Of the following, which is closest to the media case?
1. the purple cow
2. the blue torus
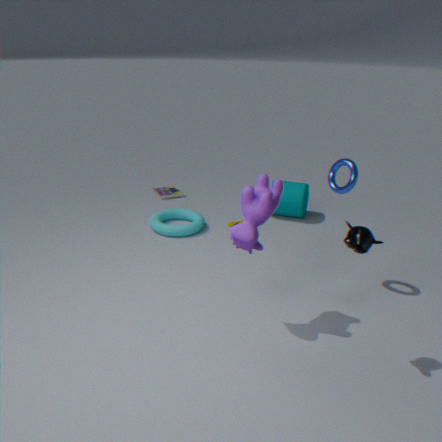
the blue torus
